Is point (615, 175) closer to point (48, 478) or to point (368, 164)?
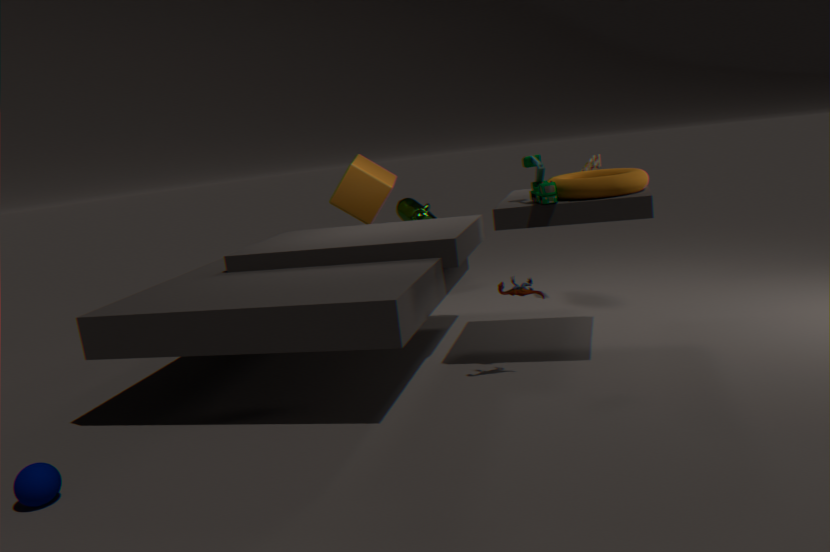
point (368, 164)
